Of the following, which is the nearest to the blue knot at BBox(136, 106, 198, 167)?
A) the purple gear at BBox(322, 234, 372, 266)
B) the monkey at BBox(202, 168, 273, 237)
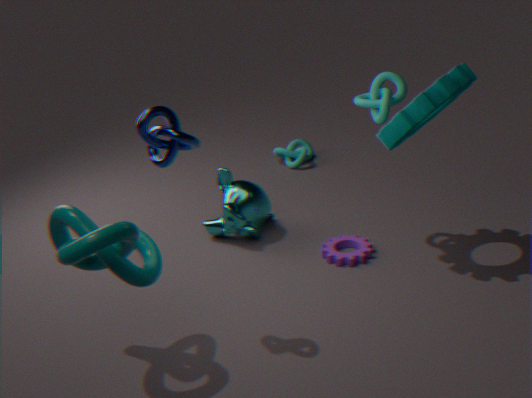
the monkey at BBox(202, 168, 273, 237)
